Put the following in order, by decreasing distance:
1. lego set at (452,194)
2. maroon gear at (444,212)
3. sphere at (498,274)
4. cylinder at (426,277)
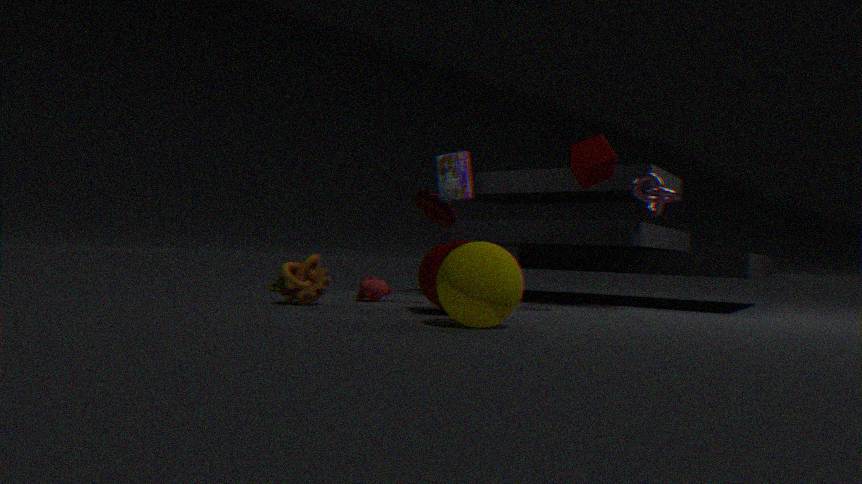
lego set at (452,194), maroon gear at (444,212), cylinder at (426,277), sphere at (498,274)
